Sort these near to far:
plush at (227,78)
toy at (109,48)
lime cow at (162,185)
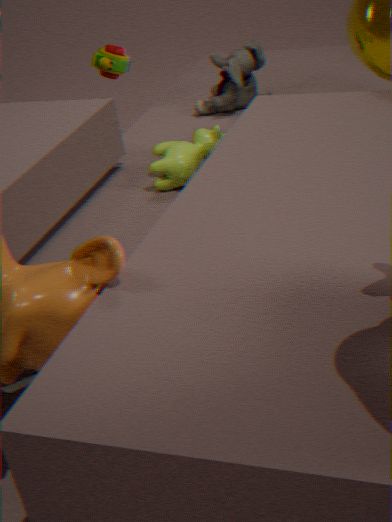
lime cow at (162,185) < plush at (227,78) < toy at (109,48)
